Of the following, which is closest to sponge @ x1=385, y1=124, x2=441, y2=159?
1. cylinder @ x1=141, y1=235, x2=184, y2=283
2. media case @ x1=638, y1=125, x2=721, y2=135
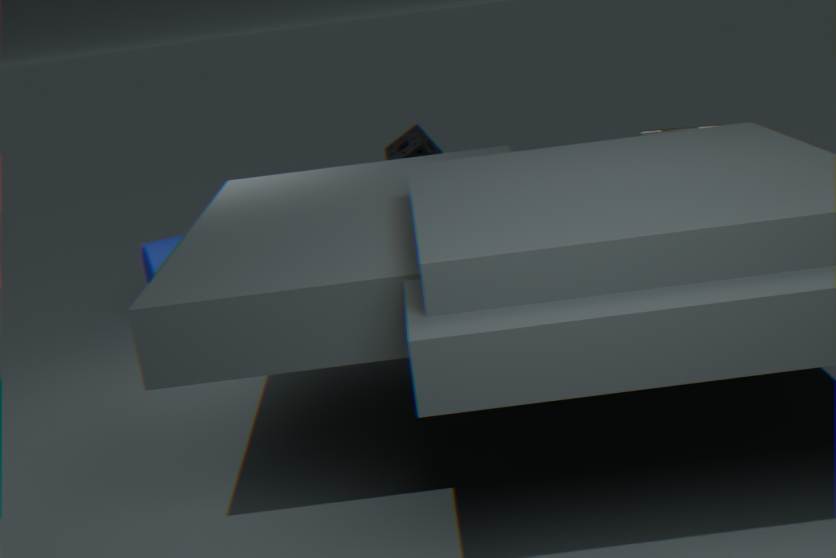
media case @ x1=638, y1=125, x2=721, y2=135
